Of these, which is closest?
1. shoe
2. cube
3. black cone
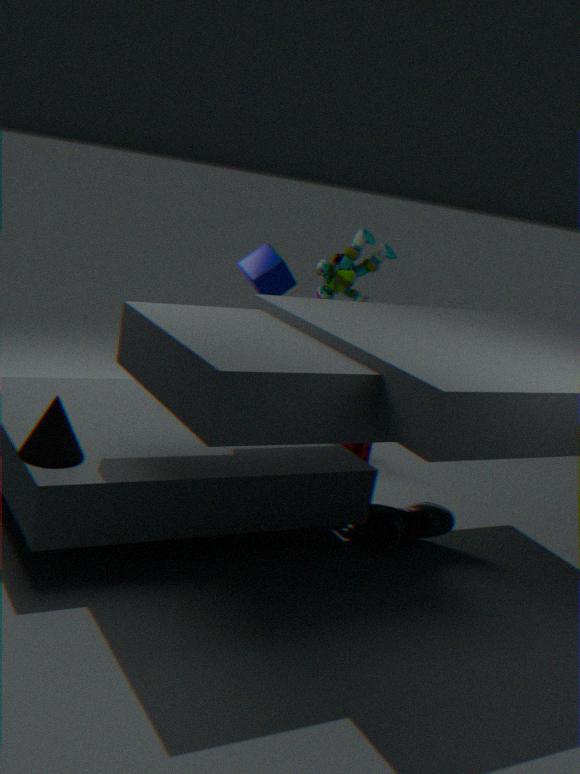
black cone
